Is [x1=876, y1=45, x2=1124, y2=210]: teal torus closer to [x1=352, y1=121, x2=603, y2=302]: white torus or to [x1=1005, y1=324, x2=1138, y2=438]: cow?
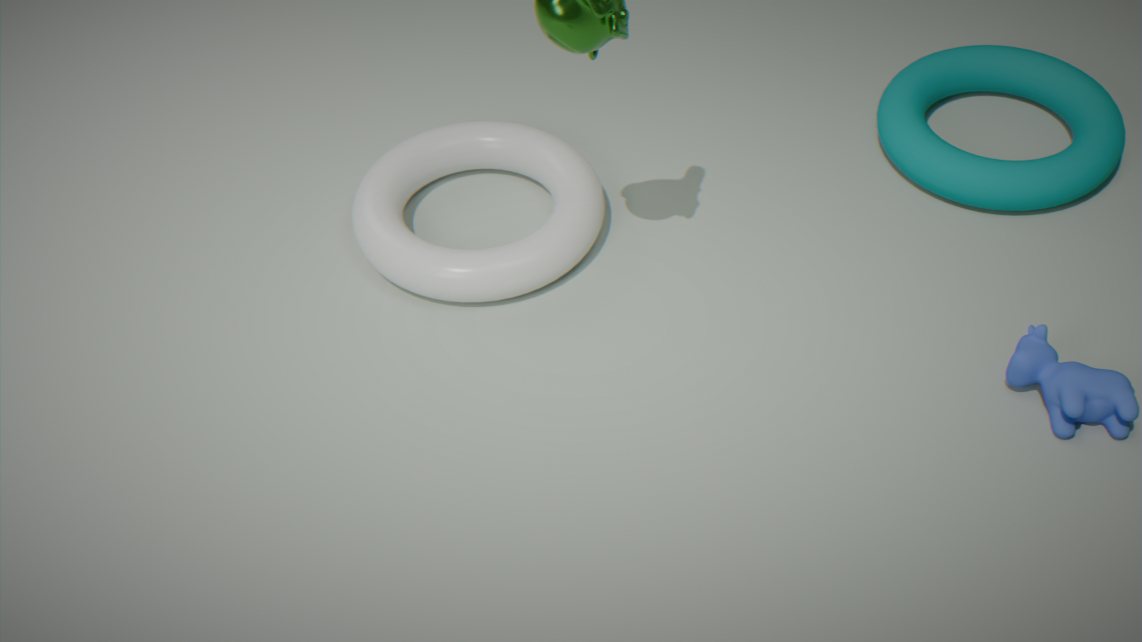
[x1=1005, y1=324, x2=1138, y2=438]: cow
